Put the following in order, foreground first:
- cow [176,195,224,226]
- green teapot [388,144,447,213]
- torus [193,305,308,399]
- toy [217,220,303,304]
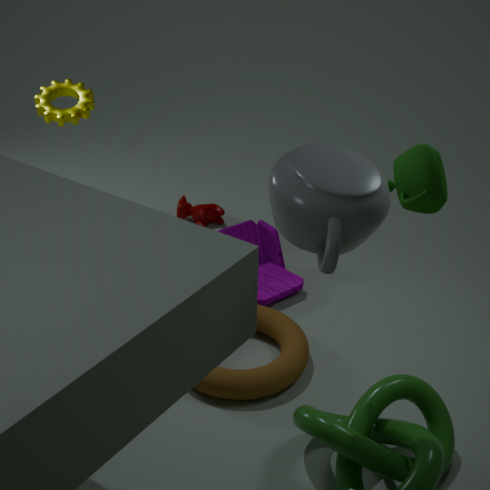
green teapot [388,144,447,213], torus [193,305,308,399], toy [217,220,303,304], cow [176,195,224,226]
